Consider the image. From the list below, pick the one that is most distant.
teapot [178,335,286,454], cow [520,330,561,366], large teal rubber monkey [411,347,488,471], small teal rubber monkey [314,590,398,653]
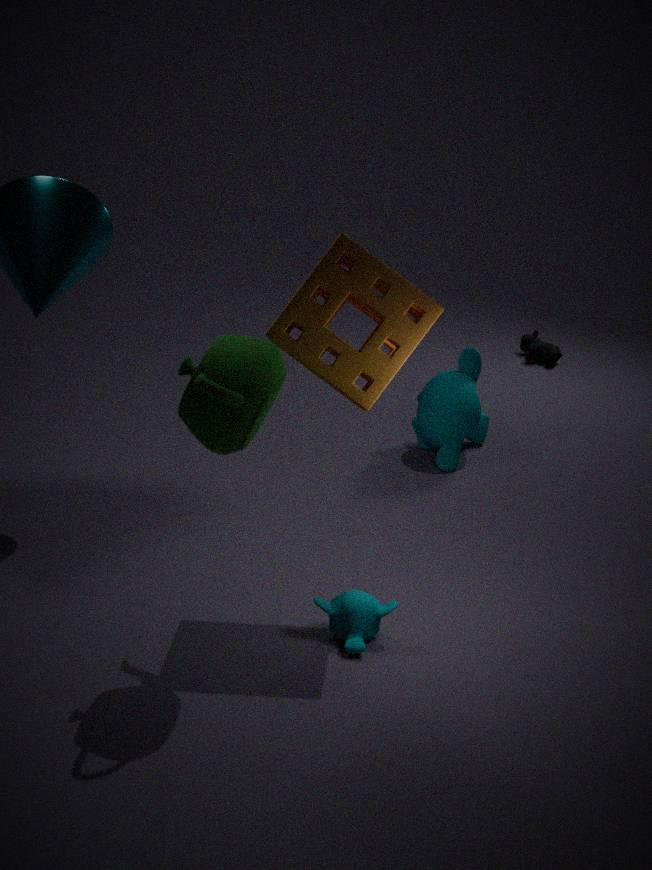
cow [520,330,561,366]
